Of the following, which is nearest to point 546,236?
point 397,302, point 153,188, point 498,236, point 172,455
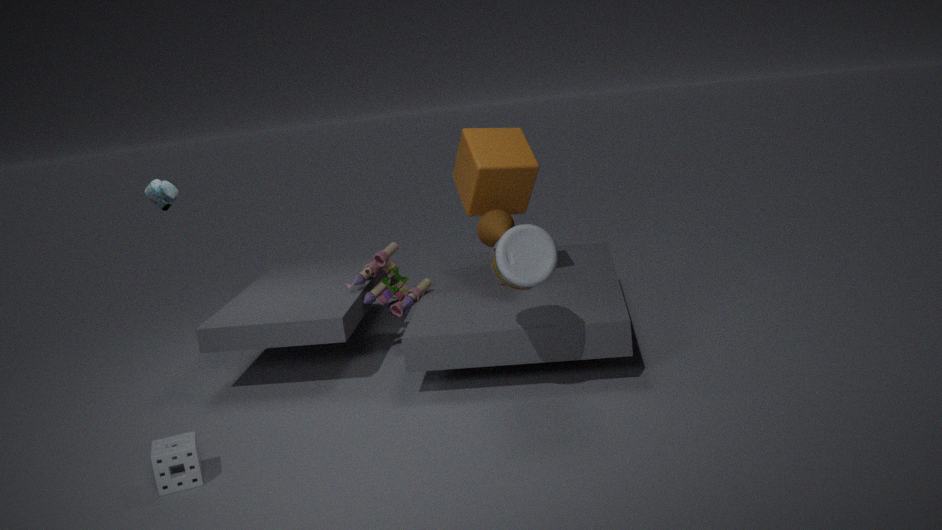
point 498,236
